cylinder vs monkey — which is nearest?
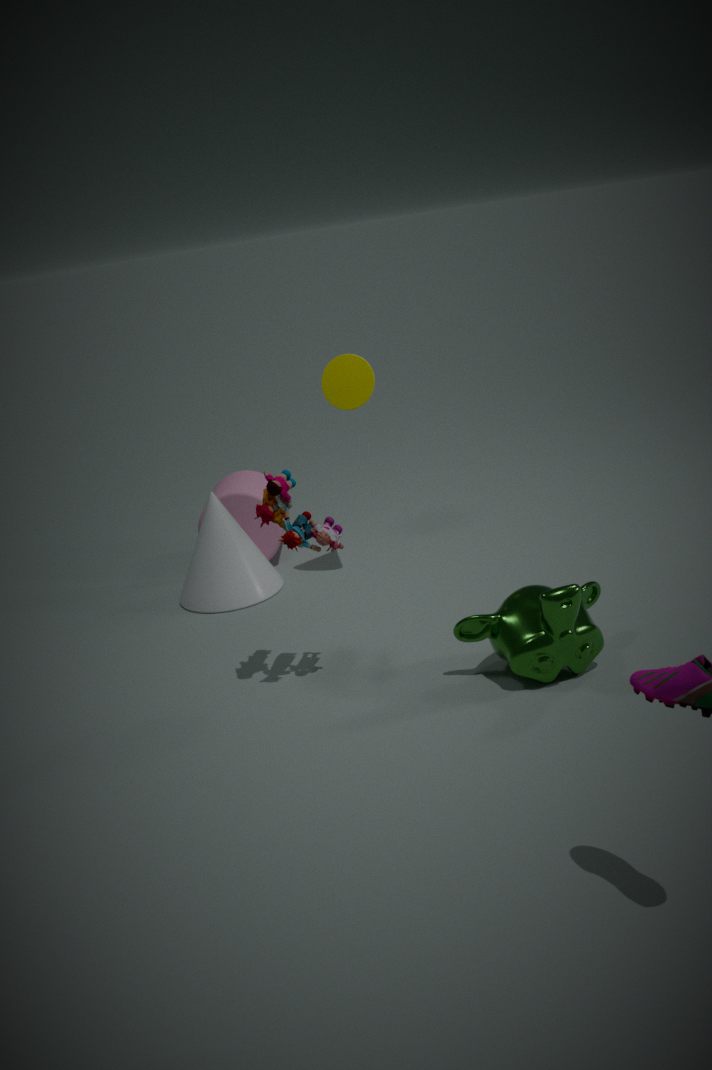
monkey
